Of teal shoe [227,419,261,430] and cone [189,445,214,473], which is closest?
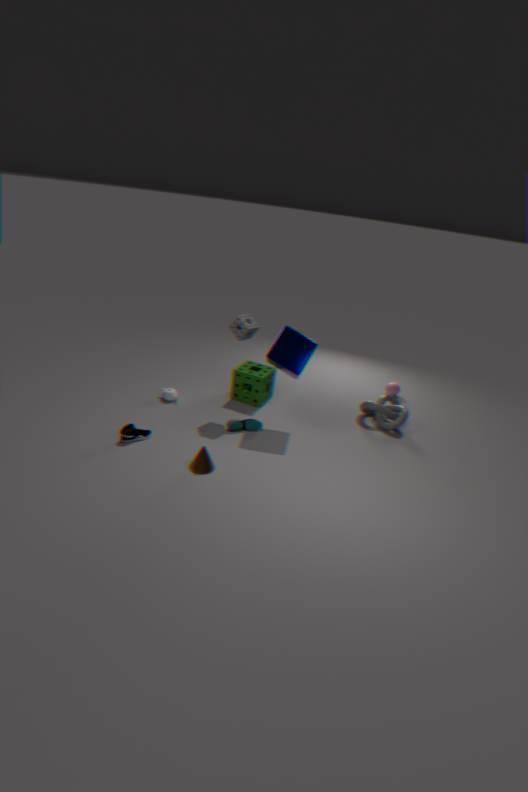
cone [189,445,214,473]
